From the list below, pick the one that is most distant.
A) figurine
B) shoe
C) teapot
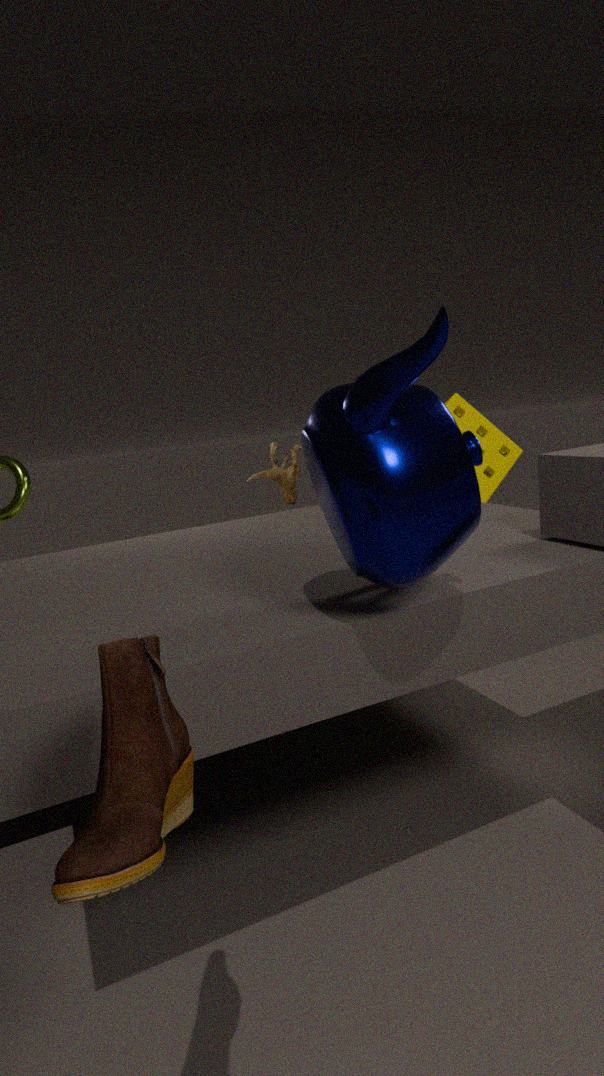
figurine
